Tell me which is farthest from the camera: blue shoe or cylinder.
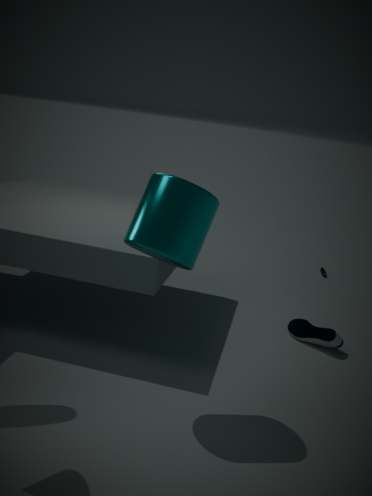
blue shoe
